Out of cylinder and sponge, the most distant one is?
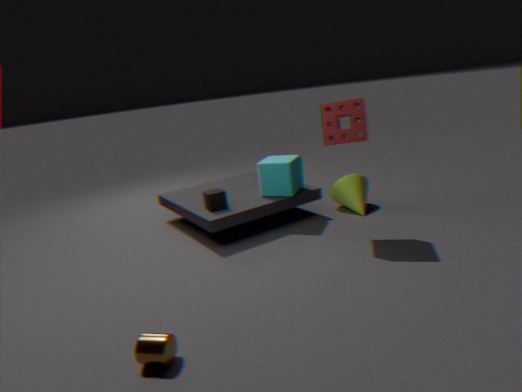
sponge
